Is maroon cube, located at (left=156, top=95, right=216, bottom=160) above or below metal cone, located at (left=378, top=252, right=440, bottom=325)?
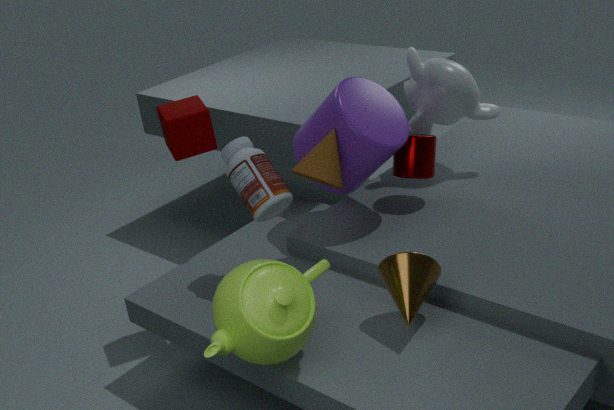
above
